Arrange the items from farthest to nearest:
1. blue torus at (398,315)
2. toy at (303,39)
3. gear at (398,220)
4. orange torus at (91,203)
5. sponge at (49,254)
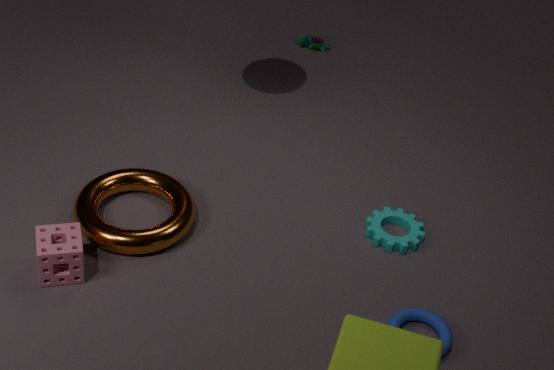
toy at (303,39), gear at (398,220), orange torus at (91,203), blue torus at (398,315), sponge at (49,254)
